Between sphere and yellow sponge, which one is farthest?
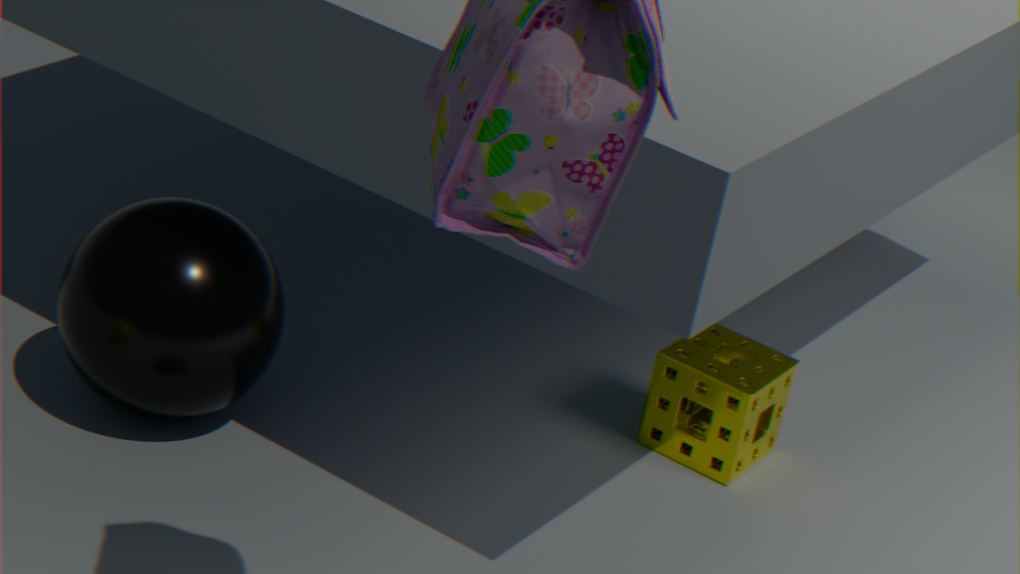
yellow sponge
